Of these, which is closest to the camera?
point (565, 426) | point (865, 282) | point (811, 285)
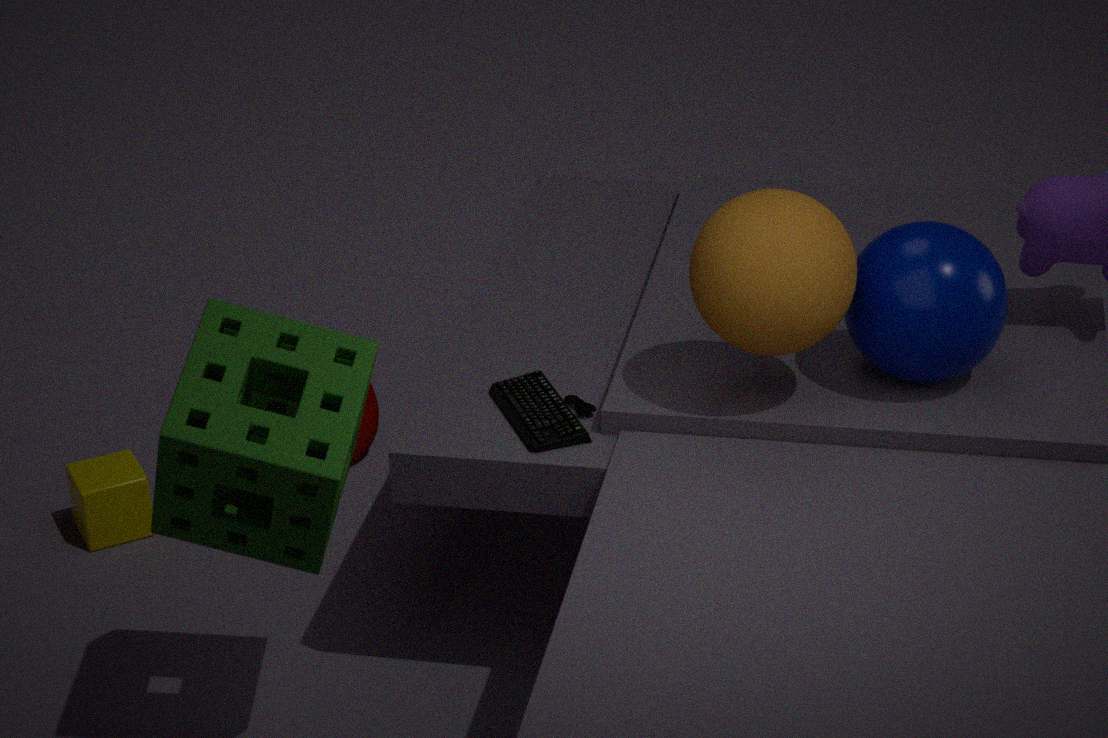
point (811, 285)
